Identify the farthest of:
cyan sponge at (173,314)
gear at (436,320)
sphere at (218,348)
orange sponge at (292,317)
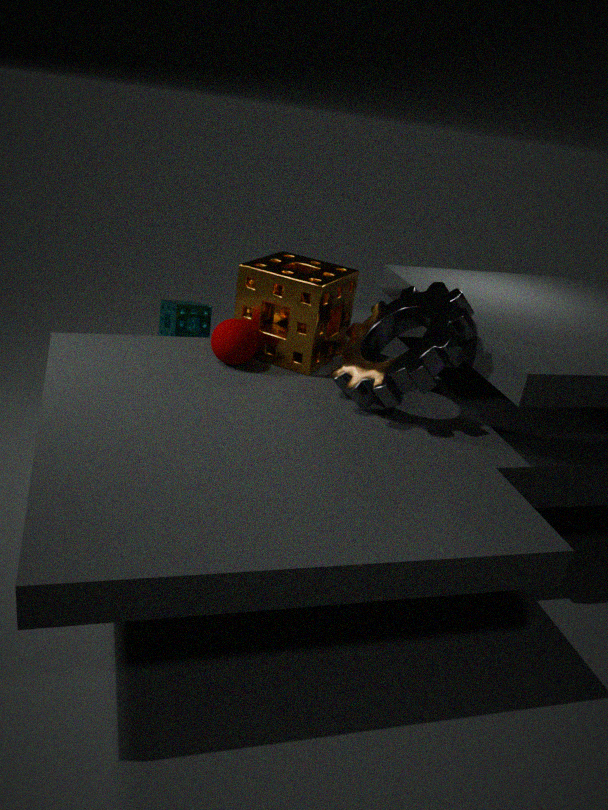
cyan sponge at (173,314)
